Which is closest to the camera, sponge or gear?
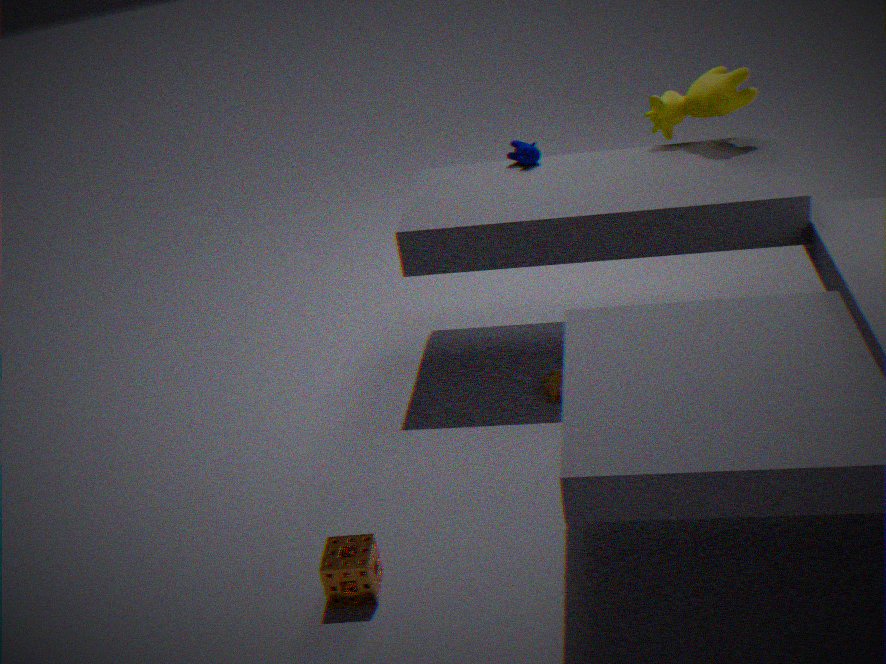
sponge
